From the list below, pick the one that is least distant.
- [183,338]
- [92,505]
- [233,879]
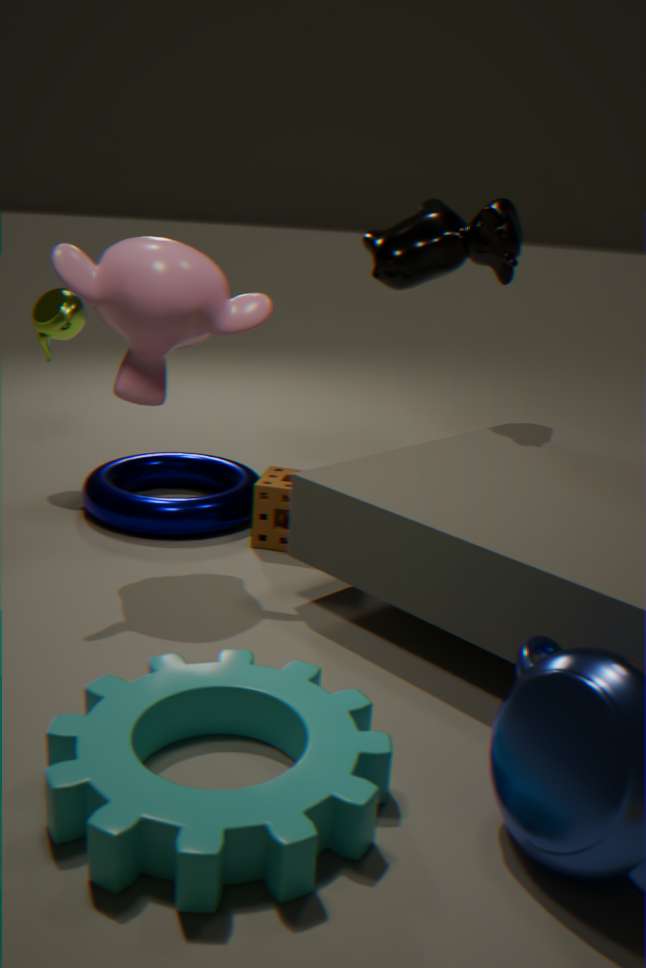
[233,879]
